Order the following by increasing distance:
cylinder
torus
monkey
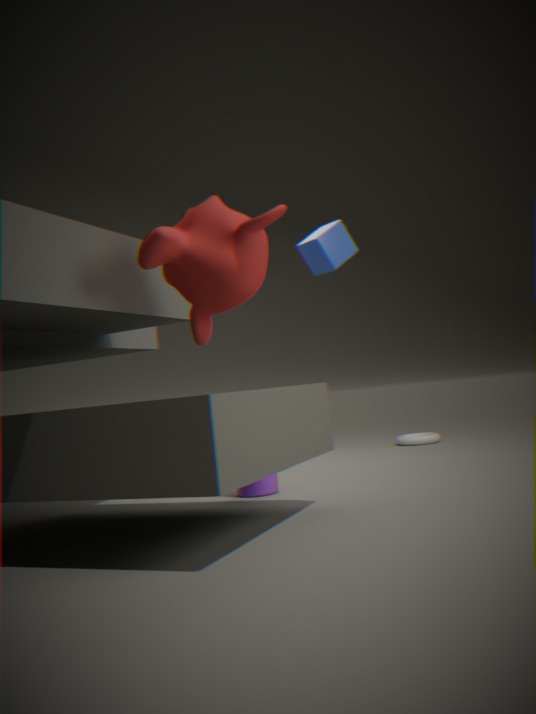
monkey → cylinder → torus
